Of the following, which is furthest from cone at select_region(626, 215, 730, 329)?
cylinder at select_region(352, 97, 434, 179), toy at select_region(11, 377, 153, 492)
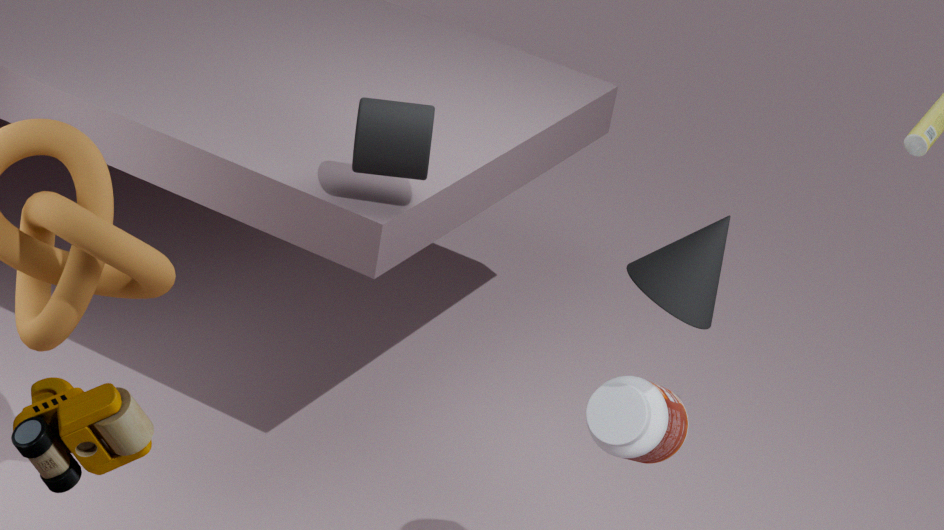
toy at select_region(11, 377, 153, 492)
